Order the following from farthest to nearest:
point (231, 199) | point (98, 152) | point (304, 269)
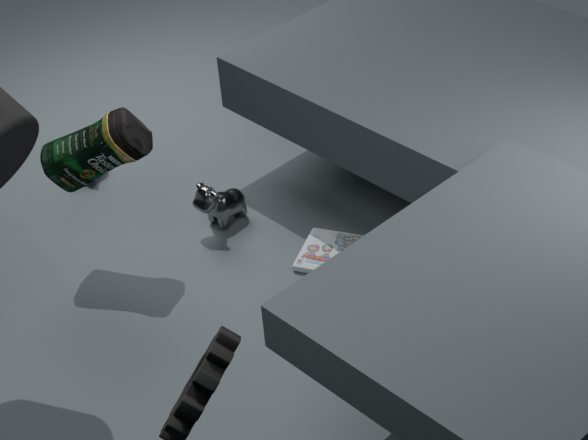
point (231, 199)
point (304, 269)
point (98, 152)
